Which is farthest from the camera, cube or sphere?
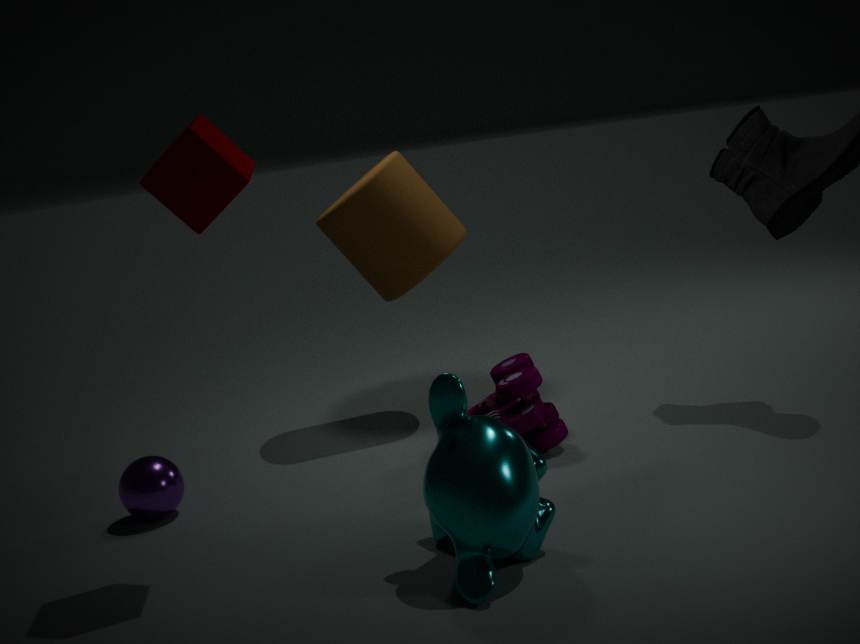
sphere
